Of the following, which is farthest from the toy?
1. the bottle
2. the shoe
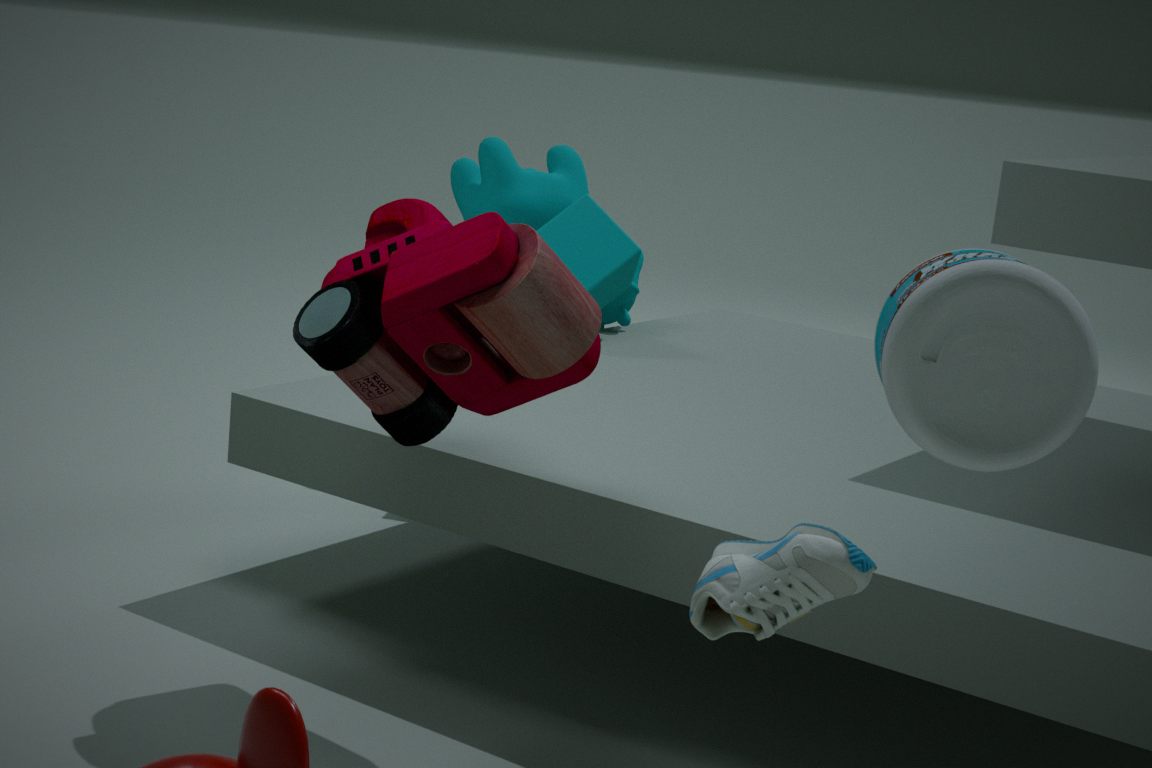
the bottle
